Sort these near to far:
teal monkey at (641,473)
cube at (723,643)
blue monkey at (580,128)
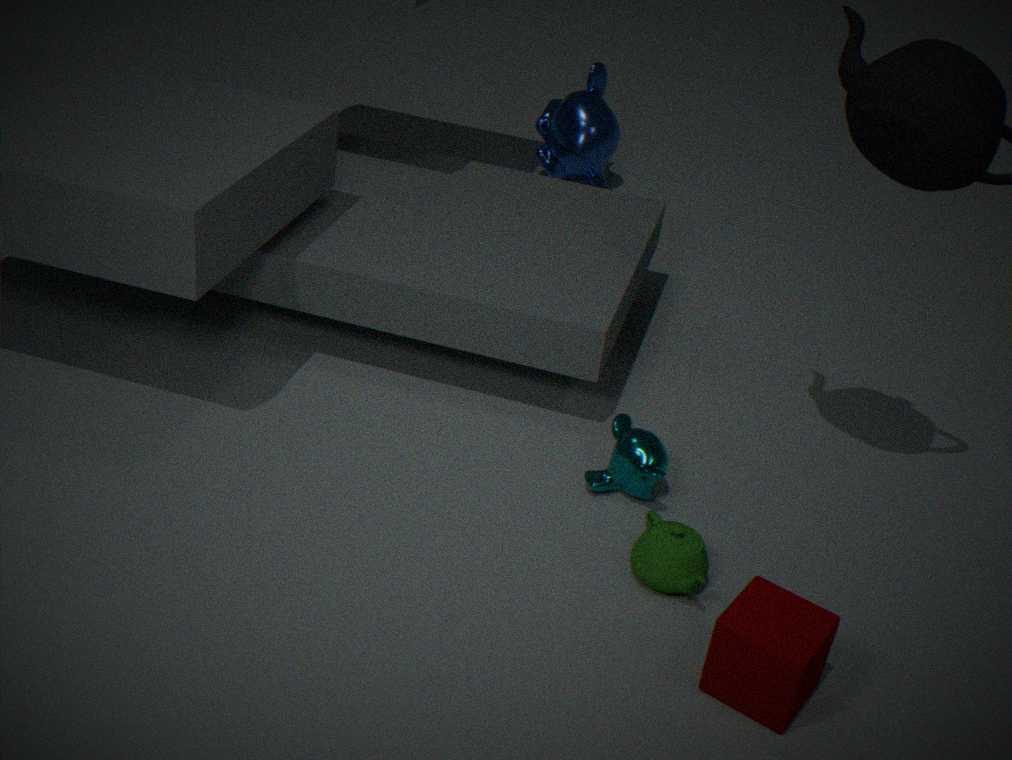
cube at (723,643) < teal monkey at (641,473) < blue monkey at (580,128)
